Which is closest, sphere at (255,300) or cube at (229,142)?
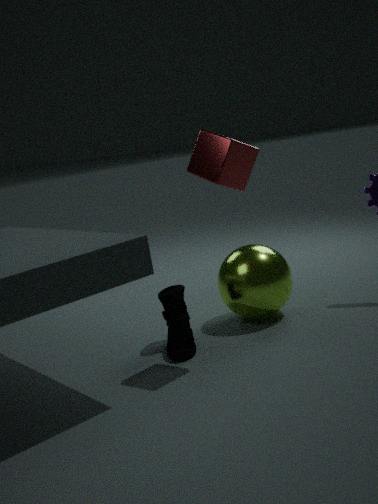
cube at (229,142)
